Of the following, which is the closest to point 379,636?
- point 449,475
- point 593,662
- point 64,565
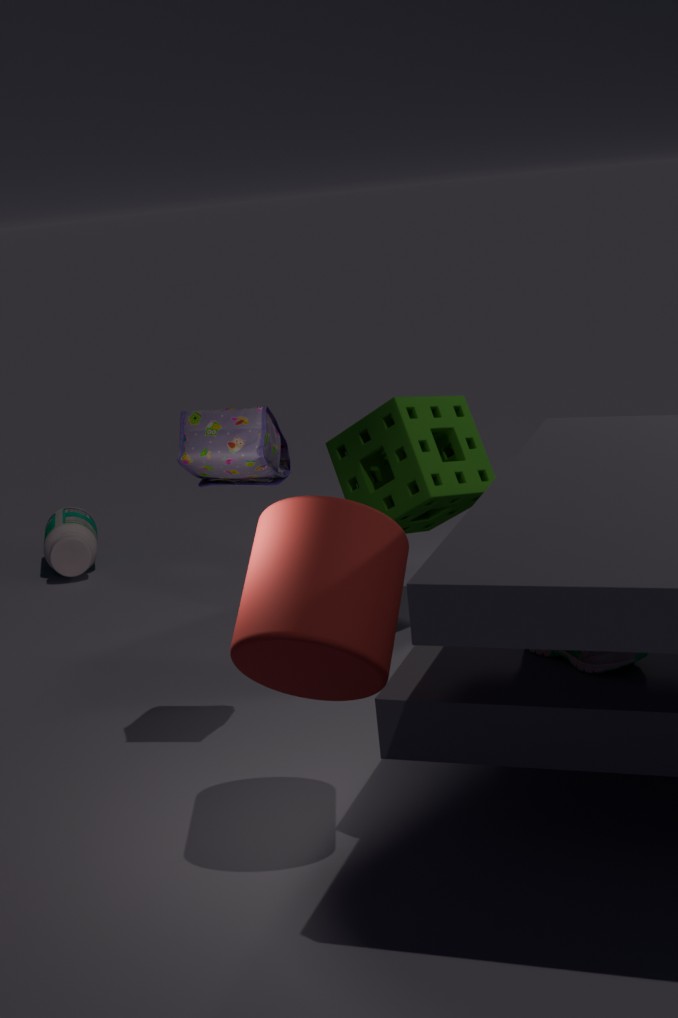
point 593,662
